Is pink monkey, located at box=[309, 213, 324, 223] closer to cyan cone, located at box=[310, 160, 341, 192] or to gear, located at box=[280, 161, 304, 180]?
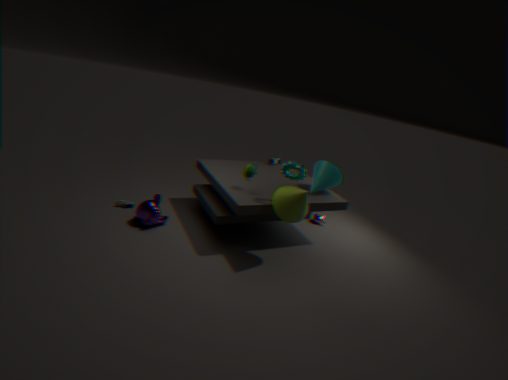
cyan cone, located at box=[310, 160, 341, 192]
